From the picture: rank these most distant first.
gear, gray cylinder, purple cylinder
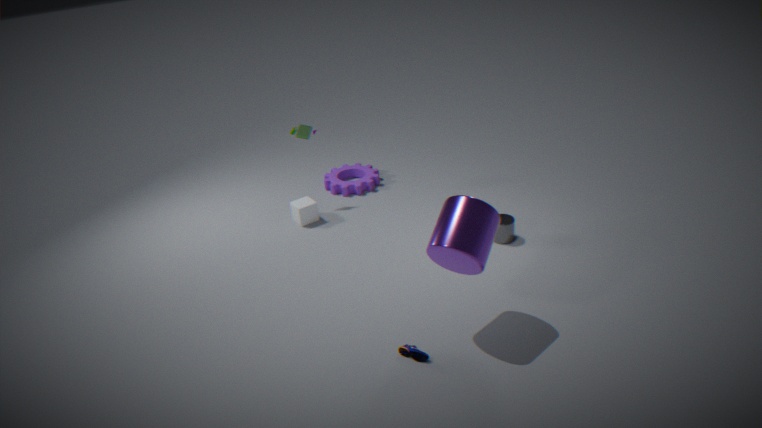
gear
gray cylinder
purple cylinder
